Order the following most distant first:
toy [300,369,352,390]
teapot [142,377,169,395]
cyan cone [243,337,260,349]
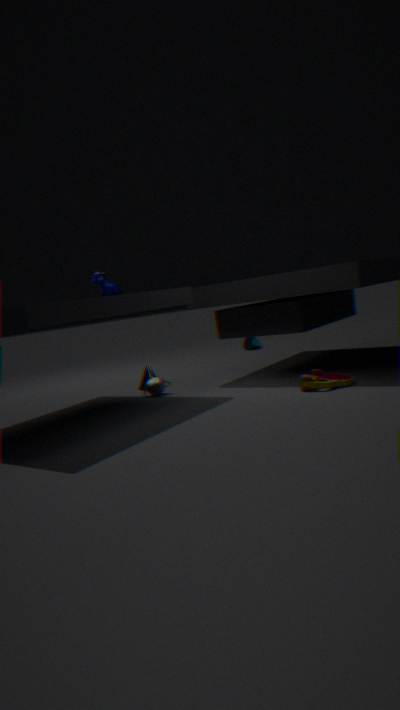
cyan cone [243,337,260,349] → teapot [142,377,169,395] → toy [300,369,352,390]
